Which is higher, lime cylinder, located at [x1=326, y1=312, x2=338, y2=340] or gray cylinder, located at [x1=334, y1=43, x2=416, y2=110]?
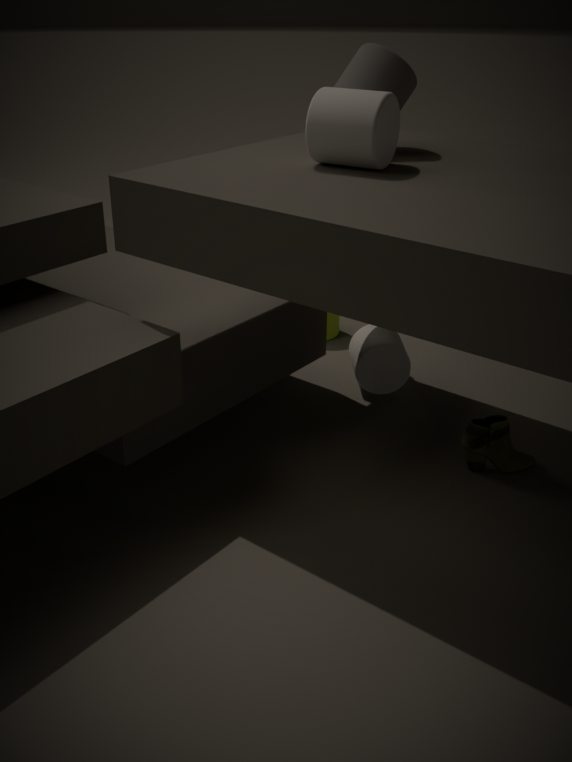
gray cylinder, located at [x1=334, y1=43, x2=416, y2=110]
